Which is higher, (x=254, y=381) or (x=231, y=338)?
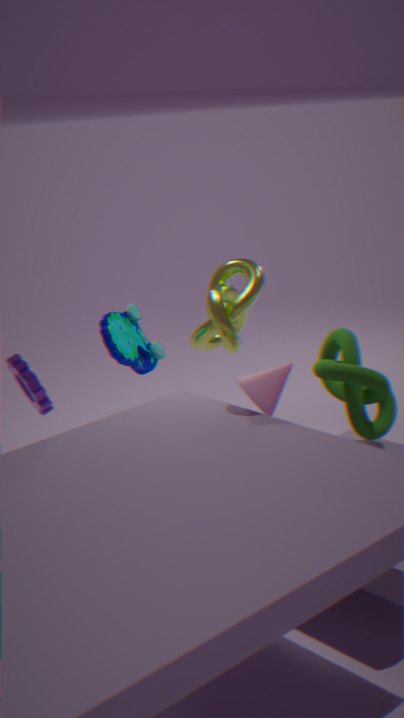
(x=231, y=338)
